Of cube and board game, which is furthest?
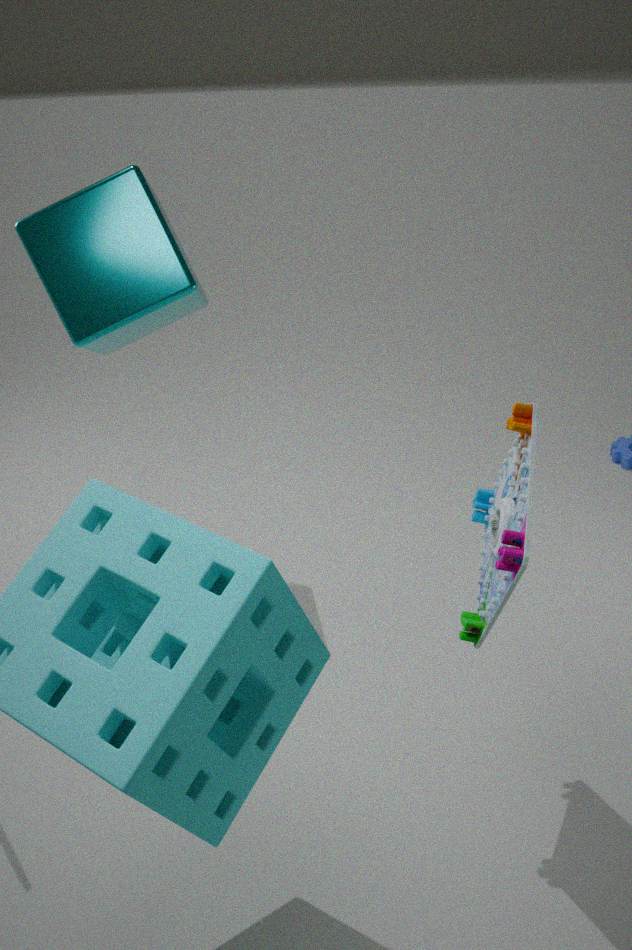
Answer: cube
